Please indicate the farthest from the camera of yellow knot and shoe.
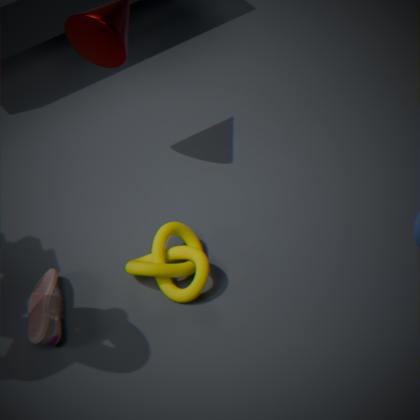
yellow knot
